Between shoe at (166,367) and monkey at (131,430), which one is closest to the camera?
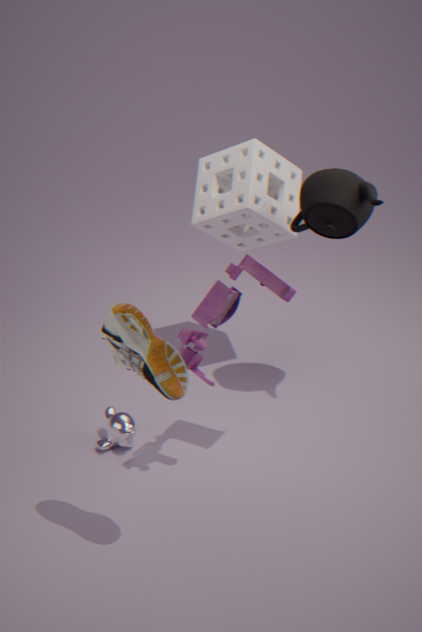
shoe at (166,367)
